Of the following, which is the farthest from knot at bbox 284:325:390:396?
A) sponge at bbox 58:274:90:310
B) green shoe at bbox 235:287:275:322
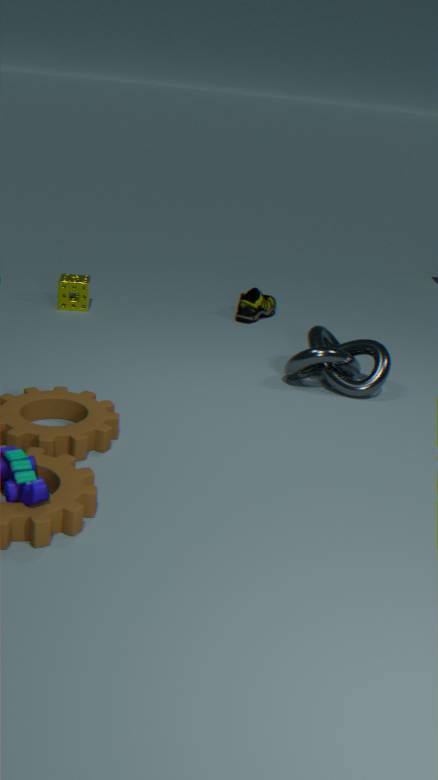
sponge at bbox 58:274:90:310
